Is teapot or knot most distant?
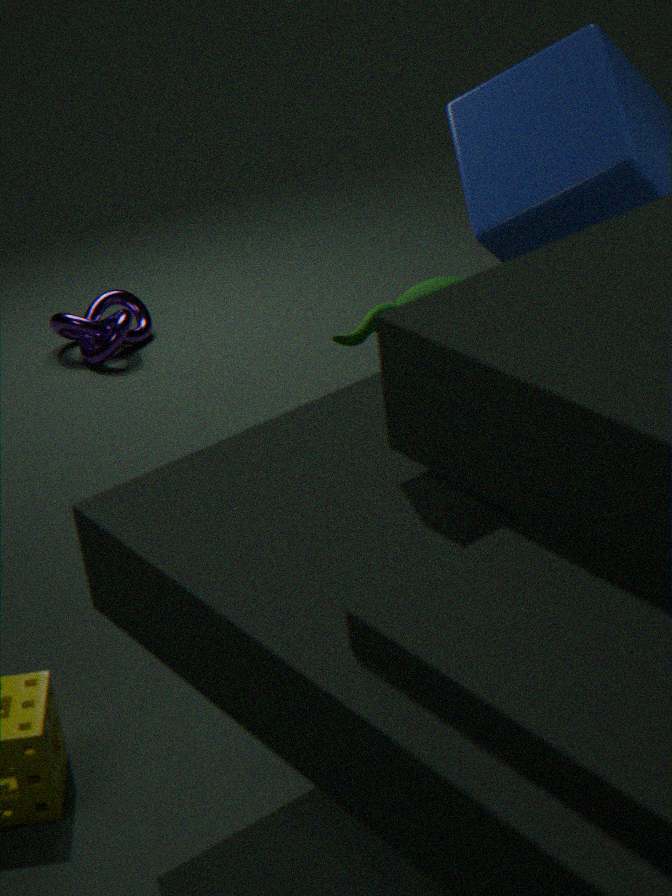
knot
